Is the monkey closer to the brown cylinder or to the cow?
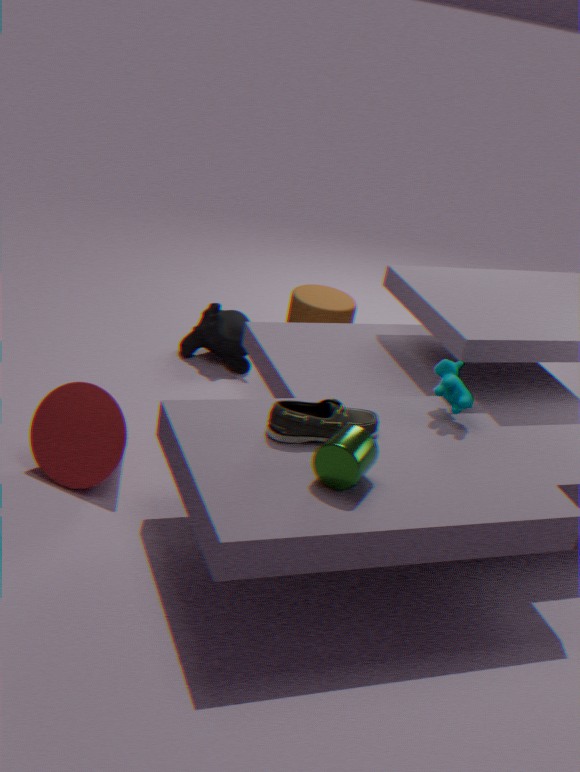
the brown cylinder
